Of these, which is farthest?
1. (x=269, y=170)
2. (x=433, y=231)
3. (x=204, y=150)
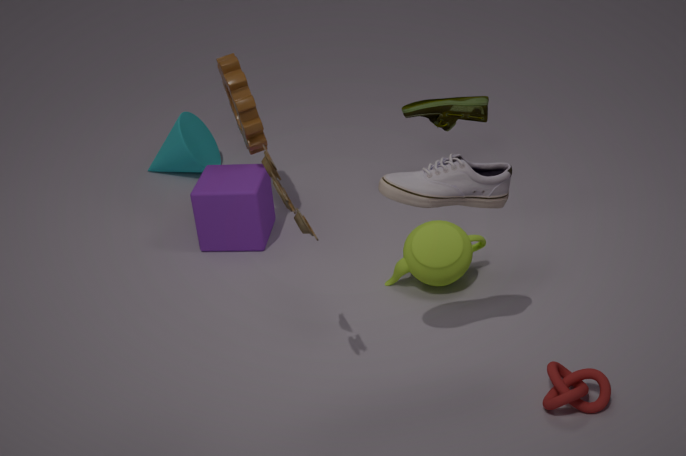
(x=204, y=150)
